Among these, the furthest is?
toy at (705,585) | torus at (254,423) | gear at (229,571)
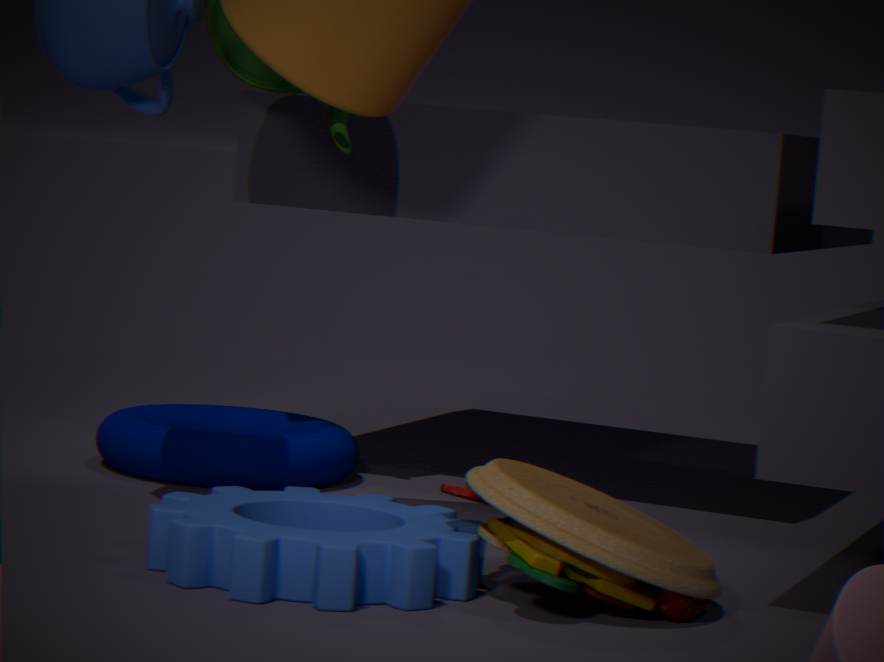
torus at (254,423)
